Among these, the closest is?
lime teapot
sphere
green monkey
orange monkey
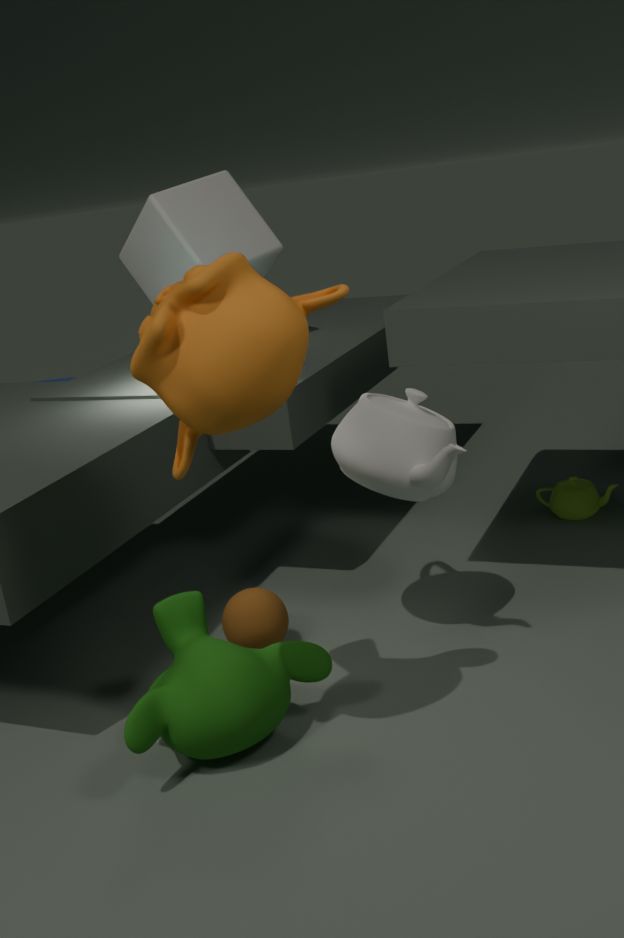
orange monkey
